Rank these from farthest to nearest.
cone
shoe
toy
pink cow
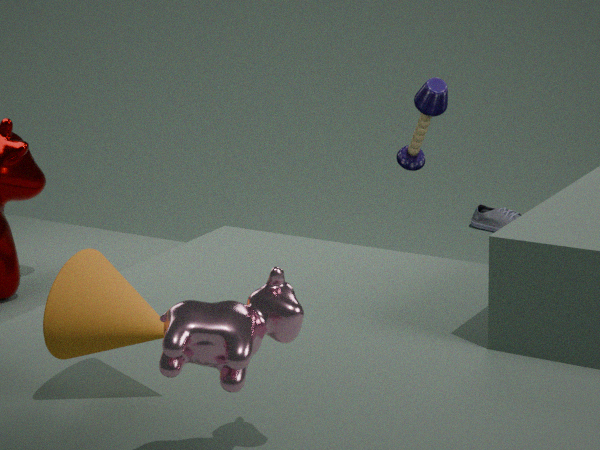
shoe < toy < cone < pink cow
